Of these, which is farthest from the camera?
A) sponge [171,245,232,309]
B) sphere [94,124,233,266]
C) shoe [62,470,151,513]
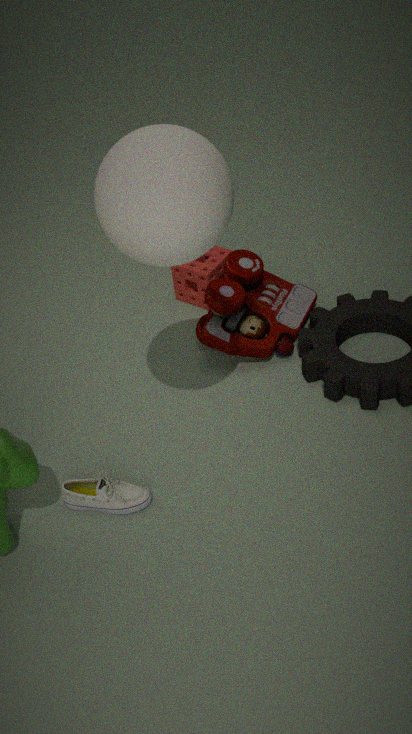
sponge [171,245,232,309]
